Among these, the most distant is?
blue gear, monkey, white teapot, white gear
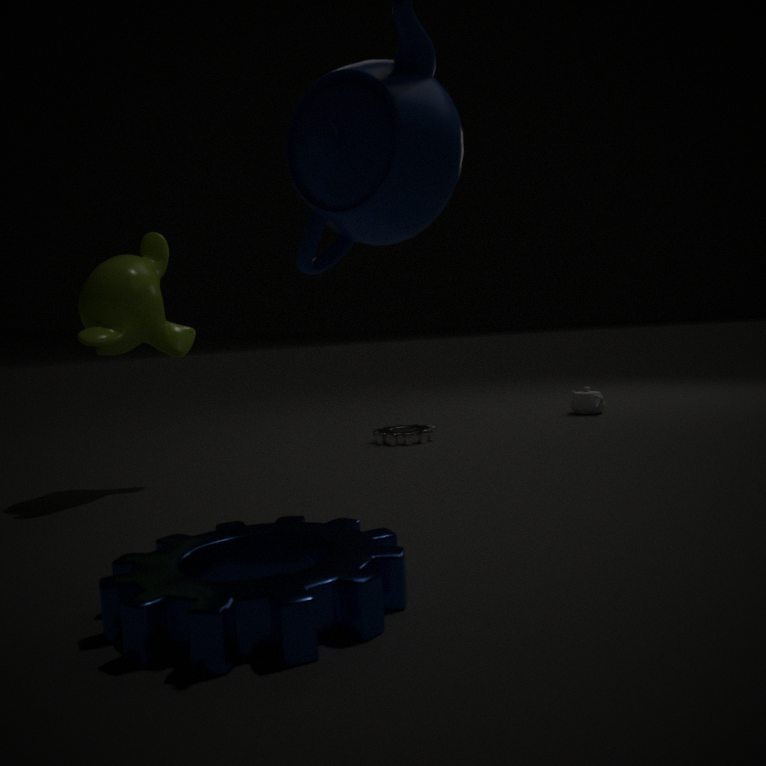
white teapot
